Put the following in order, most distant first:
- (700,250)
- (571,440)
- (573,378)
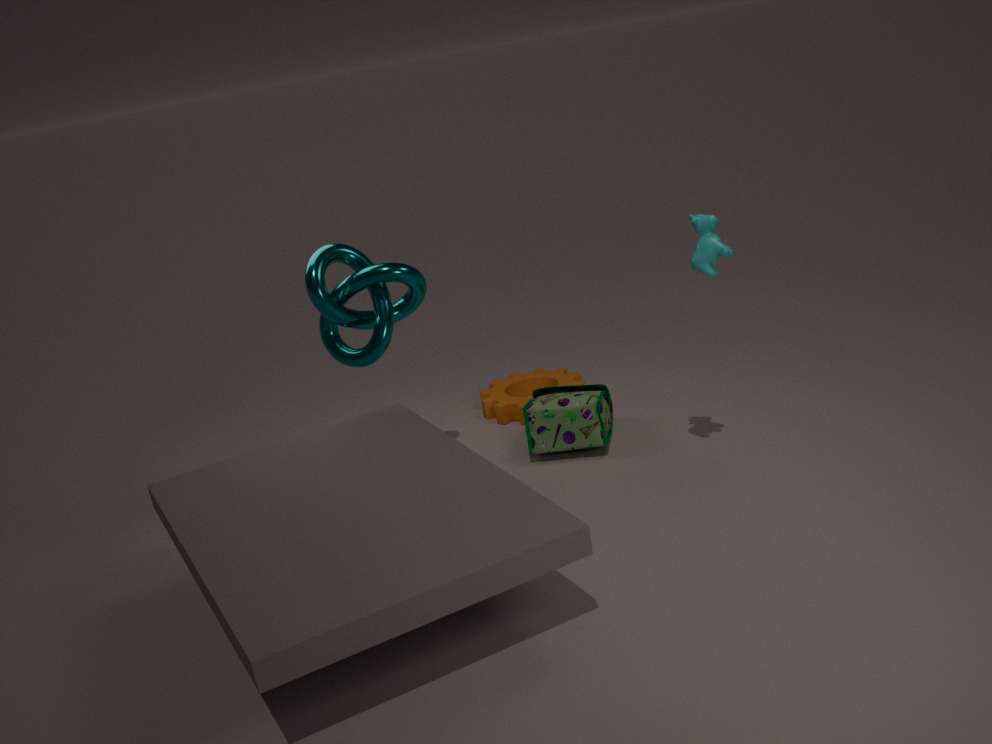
(573,378) → (571,440) → (700,250)
